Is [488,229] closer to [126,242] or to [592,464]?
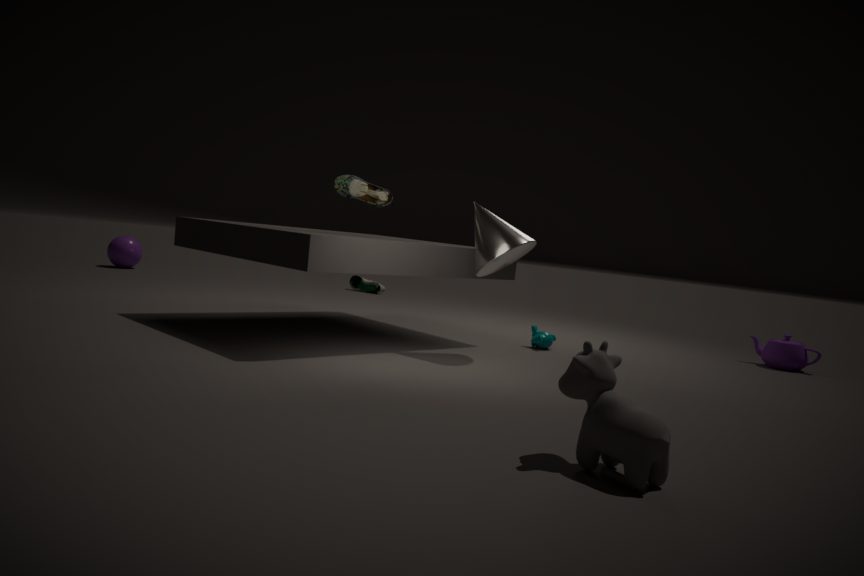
[592,464]
